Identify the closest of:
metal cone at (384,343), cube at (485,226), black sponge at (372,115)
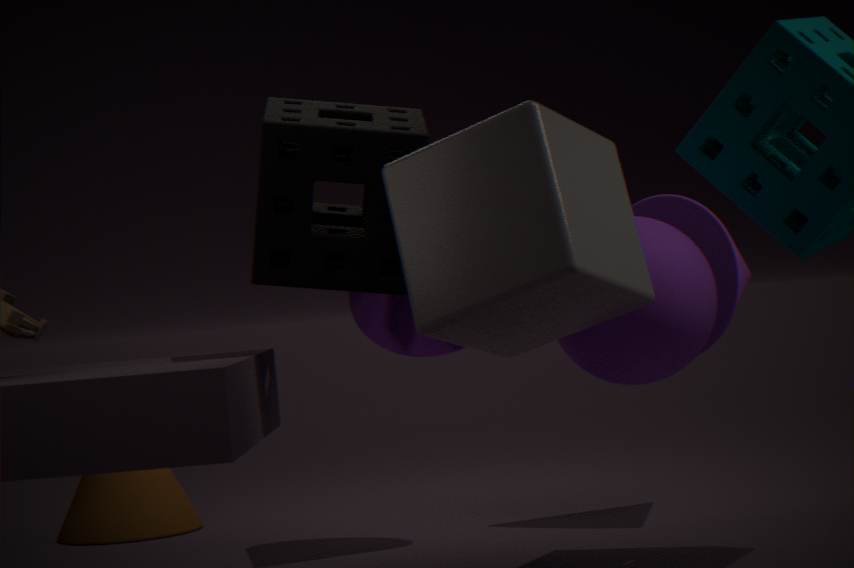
cube at (485,226)
